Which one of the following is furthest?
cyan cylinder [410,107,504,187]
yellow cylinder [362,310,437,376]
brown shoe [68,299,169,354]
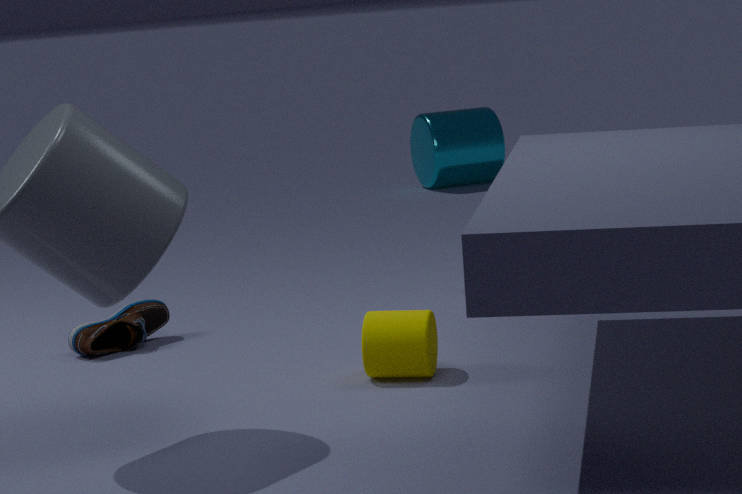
cyan cylinder [410,107,504,187]
